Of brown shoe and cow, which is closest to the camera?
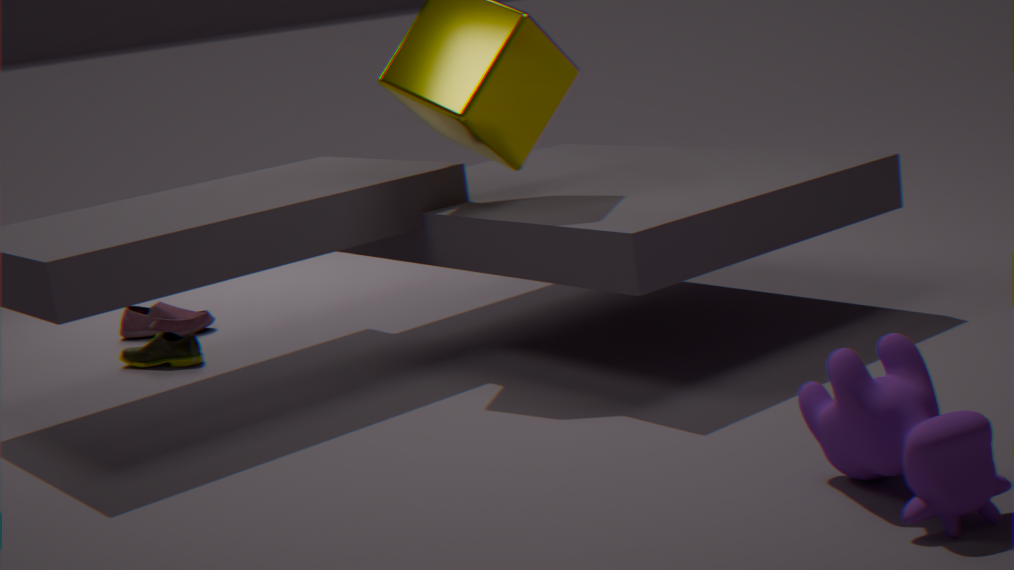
cow
